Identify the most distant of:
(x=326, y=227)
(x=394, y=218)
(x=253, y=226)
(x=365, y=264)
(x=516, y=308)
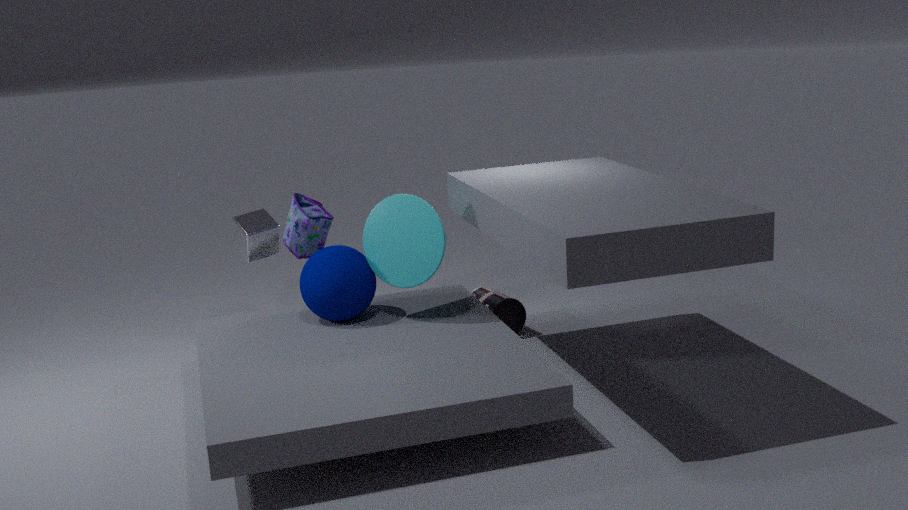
(x=326, y=227)
